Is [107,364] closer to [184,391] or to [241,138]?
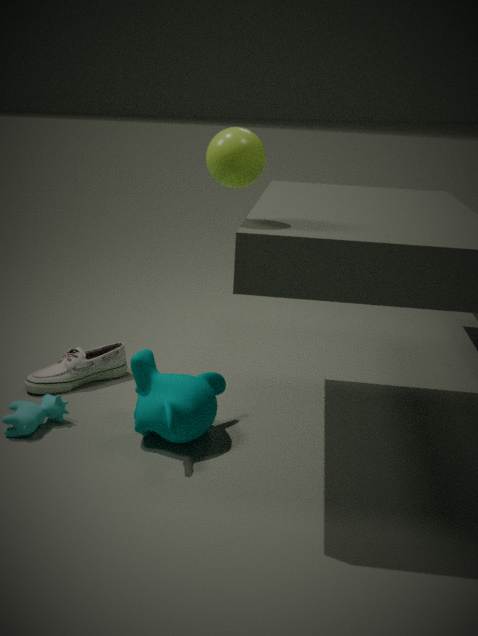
[184,391]
